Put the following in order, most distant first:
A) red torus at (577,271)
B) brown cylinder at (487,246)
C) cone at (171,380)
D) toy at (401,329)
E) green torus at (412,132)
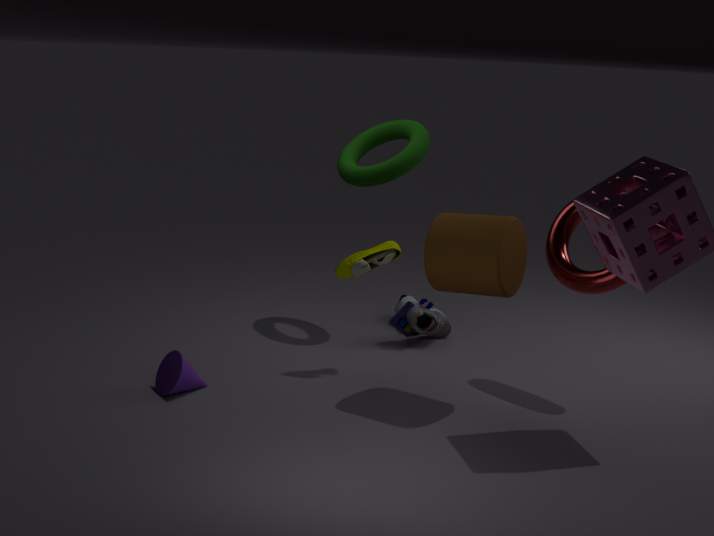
toy at (401,329) → green torus at (412,132) → red torus at (577,271) → cone at (171,380) → brown cylinder at (487,246)
